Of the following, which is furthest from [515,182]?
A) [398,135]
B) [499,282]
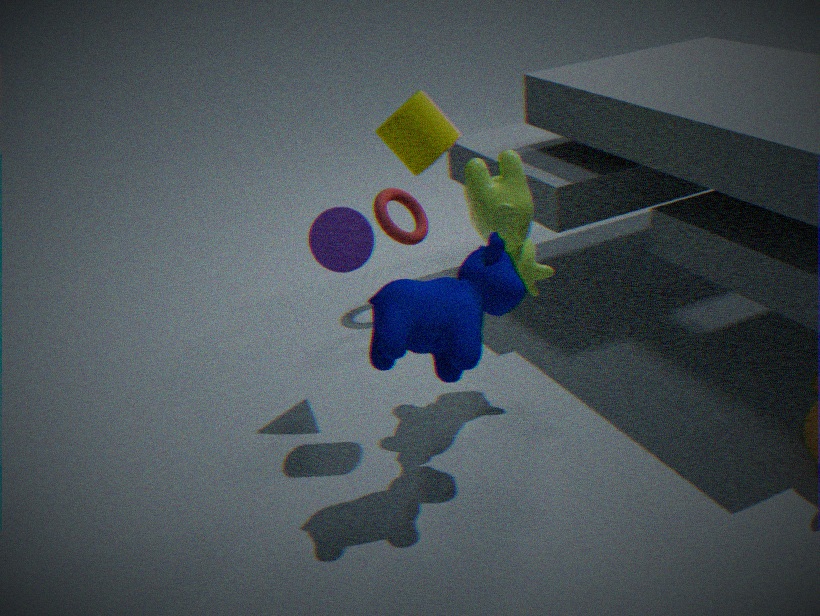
[499,282]
